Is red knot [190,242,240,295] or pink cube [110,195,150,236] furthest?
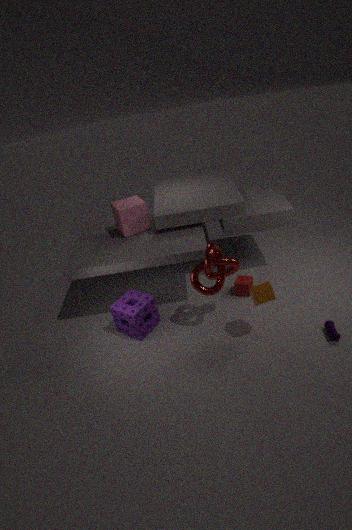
pink cube [110,195,150,236]
